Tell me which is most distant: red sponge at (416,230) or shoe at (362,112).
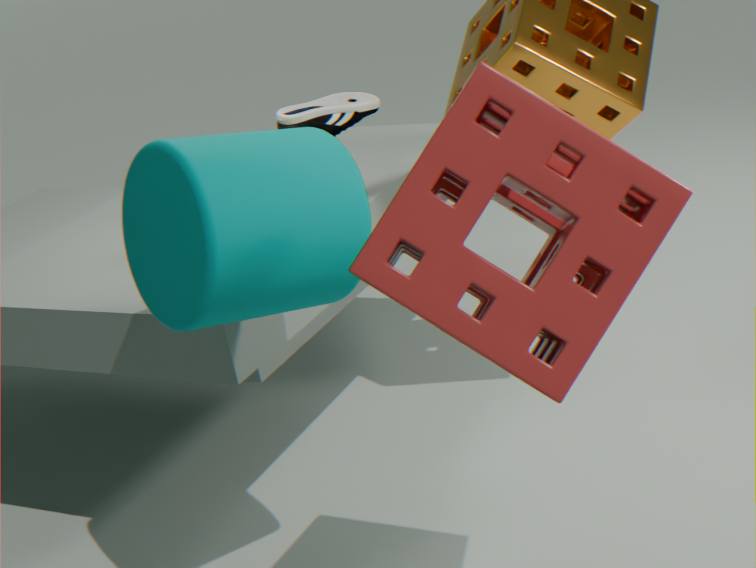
A: shoe at (362,112)
